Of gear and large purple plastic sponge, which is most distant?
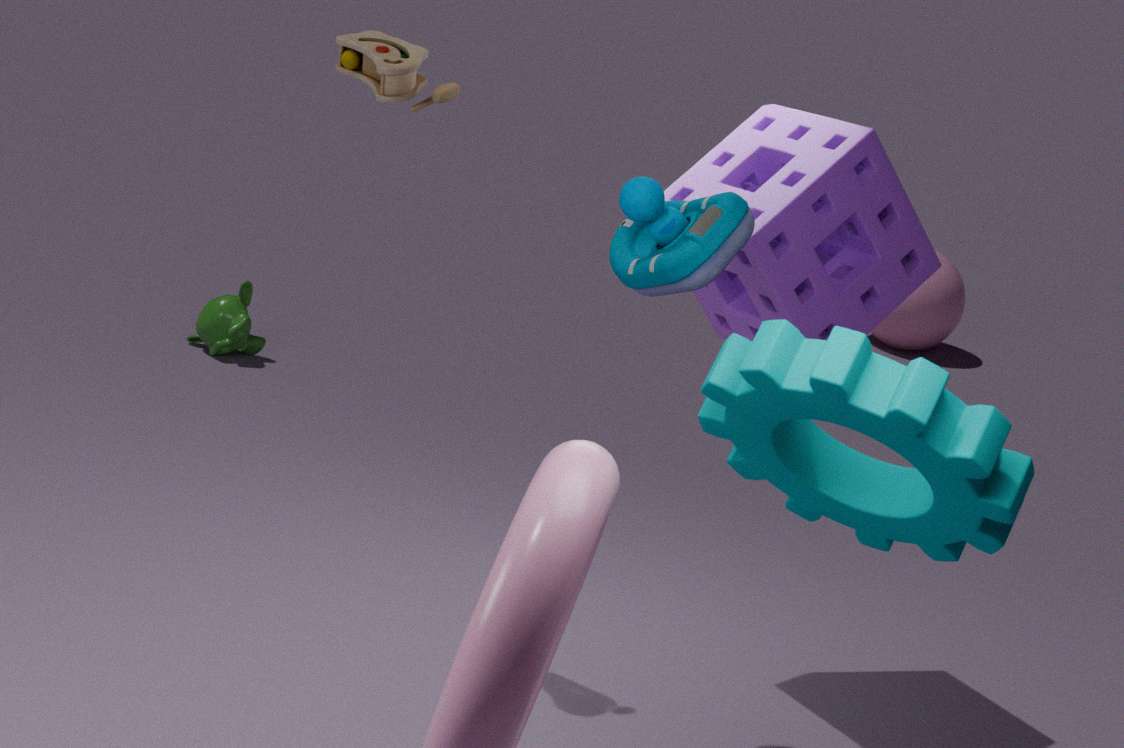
large purple plastic sponge
